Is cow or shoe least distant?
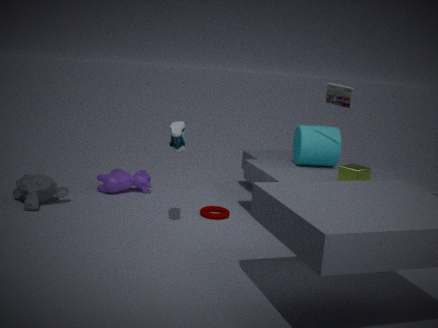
shoe
